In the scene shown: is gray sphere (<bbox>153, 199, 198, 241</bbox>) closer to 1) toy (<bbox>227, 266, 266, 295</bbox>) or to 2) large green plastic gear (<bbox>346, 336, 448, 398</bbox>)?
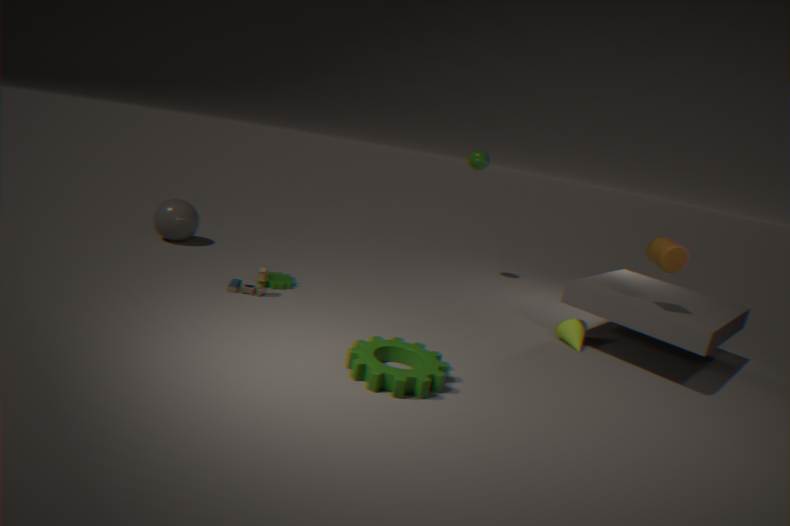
1) toy (<bbox>227, 266, 266, 295</bbox>)
